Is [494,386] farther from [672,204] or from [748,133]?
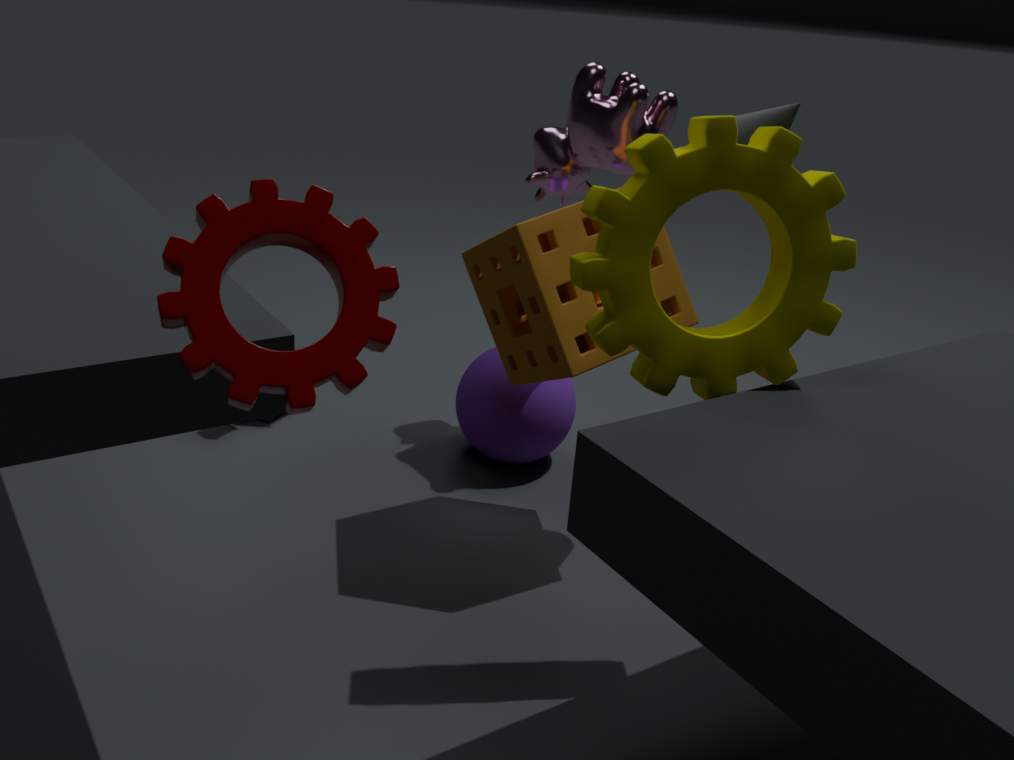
[672,204]
